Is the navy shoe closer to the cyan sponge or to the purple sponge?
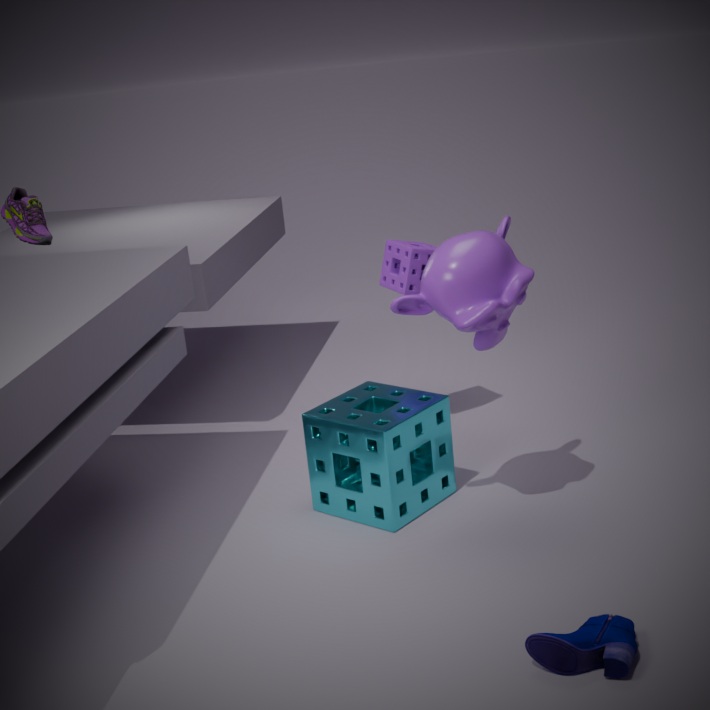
the cyan sponge
